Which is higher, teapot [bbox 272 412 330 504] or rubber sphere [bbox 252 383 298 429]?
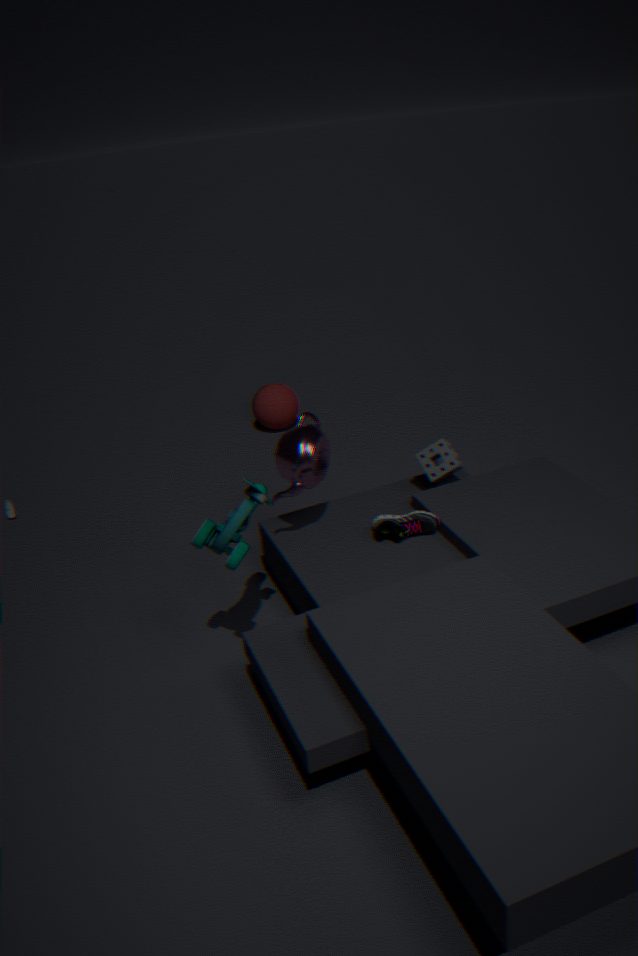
teapot [bbox 272 412 330 504]
